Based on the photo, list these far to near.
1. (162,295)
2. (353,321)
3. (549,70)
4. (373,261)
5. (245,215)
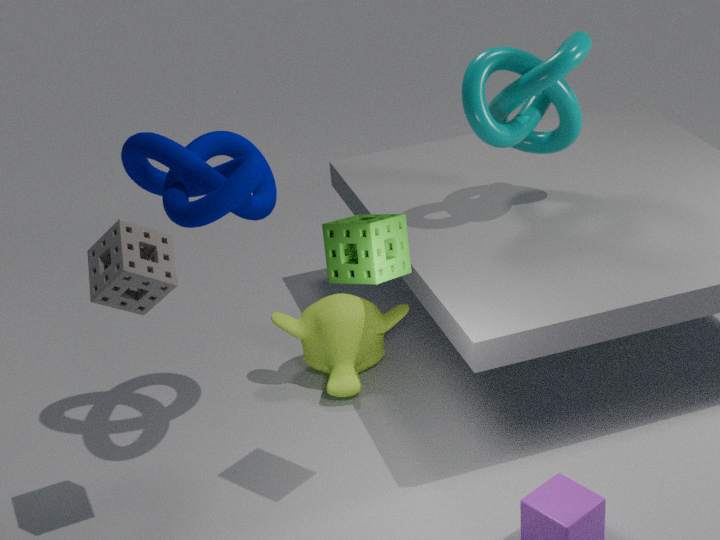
(353,321), (549,70), (245,215), (162,295), (373,261)
